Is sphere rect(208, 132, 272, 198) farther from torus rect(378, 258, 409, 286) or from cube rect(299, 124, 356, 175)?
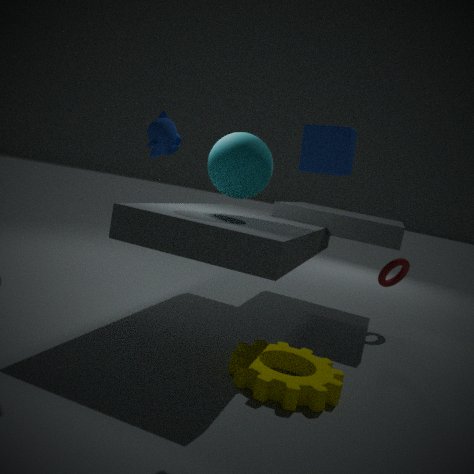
torus rect(378, 258, 409, 286)
